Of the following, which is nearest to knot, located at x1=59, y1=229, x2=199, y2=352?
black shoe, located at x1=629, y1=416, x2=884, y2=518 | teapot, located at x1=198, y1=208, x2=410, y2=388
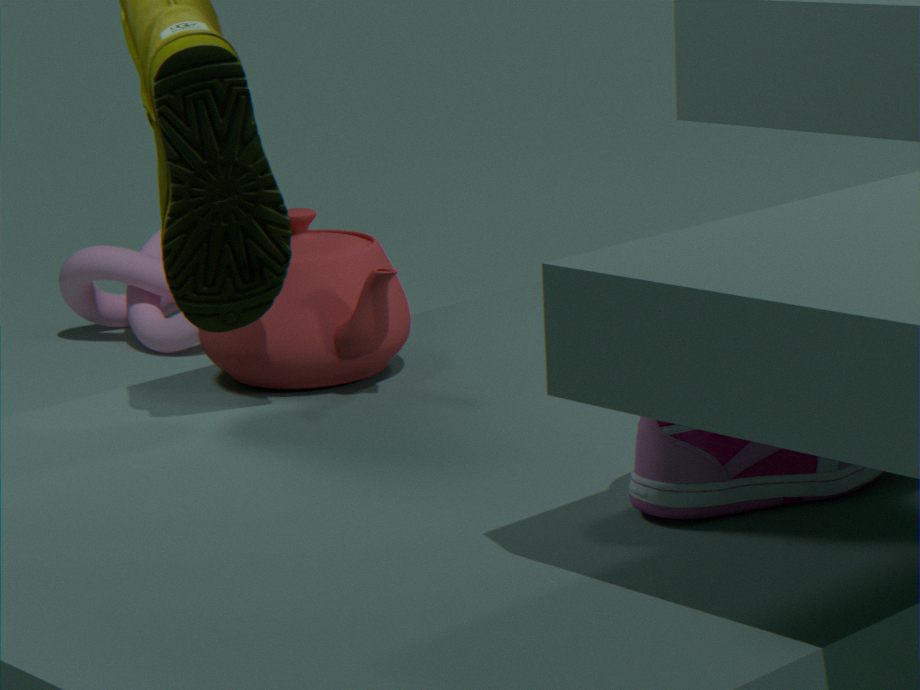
teapot, located at x1=198, y1=208, x2=410, y2=388
